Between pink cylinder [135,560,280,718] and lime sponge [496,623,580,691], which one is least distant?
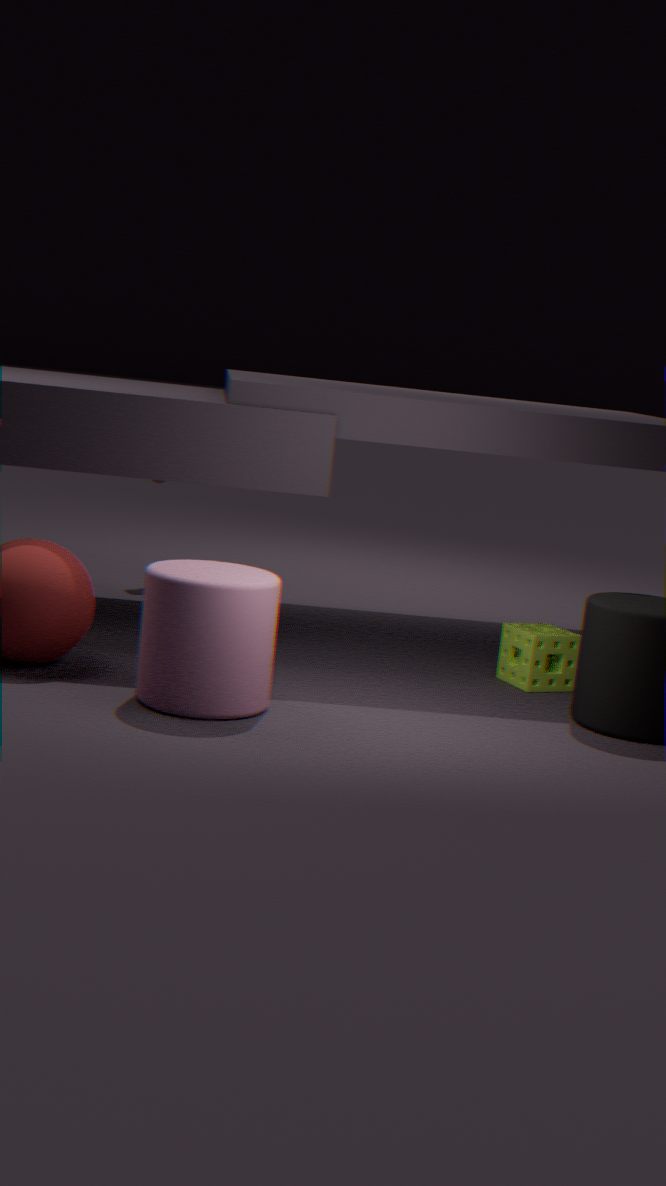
pink cylinder [135,560,280,718]
